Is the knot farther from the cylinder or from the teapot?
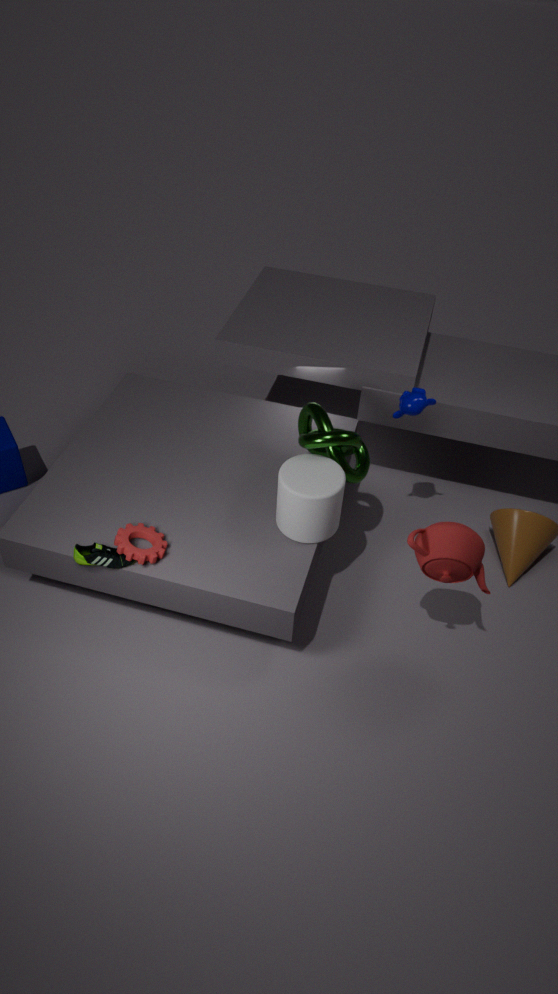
the teapot
